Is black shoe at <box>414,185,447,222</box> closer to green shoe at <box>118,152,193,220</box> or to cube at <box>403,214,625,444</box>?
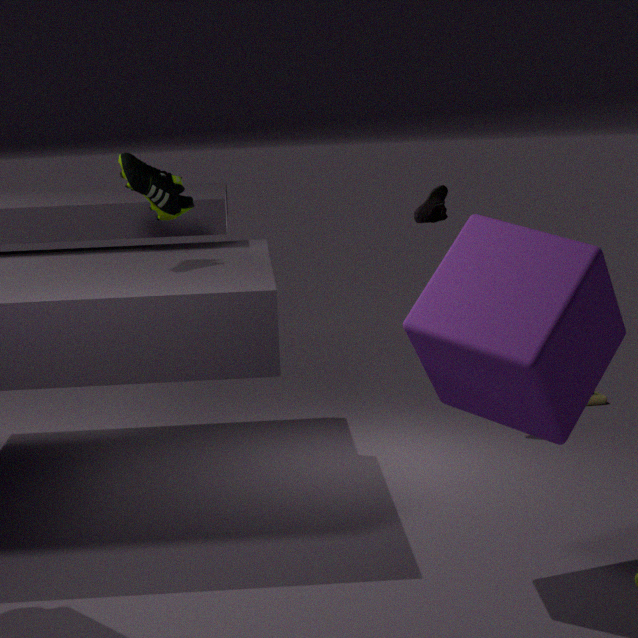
green shoe at <box>118,152,193,220</box>
